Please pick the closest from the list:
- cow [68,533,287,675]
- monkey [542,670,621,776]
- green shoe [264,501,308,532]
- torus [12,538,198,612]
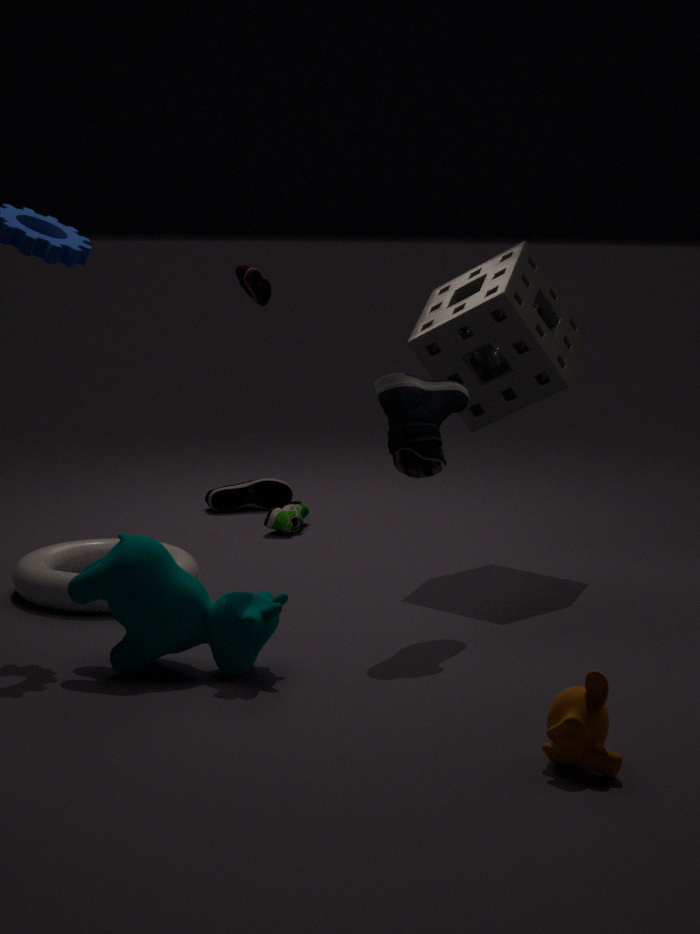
monkey [542,670,621,776]
